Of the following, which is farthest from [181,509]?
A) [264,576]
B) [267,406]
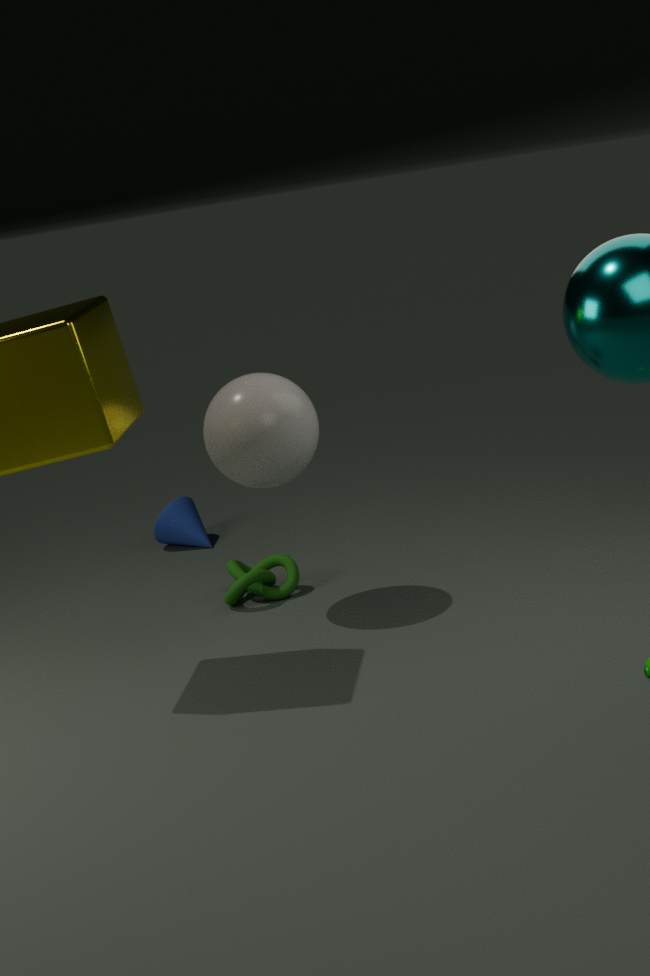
[267,406]
